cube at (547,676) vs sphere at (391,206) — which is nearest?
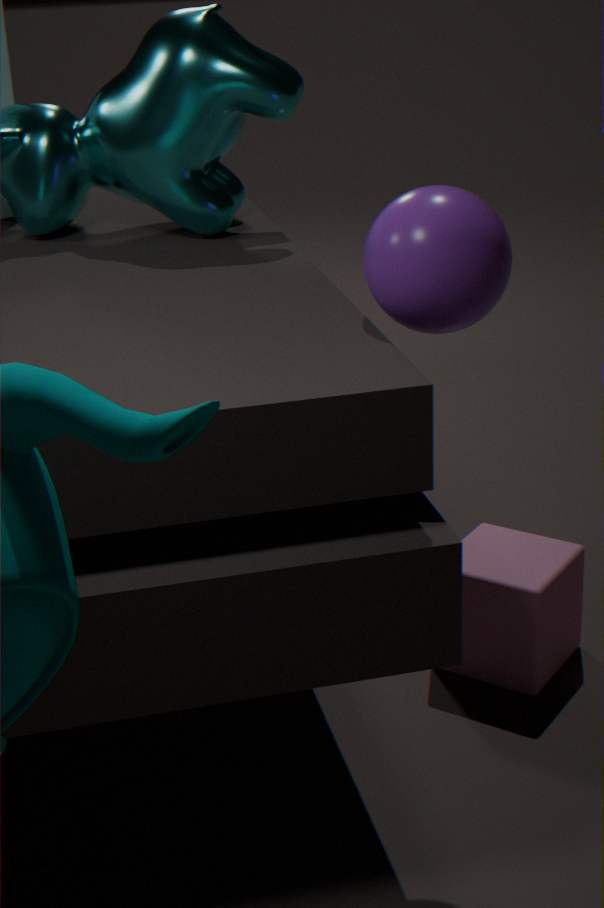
sphere at (391,206)
